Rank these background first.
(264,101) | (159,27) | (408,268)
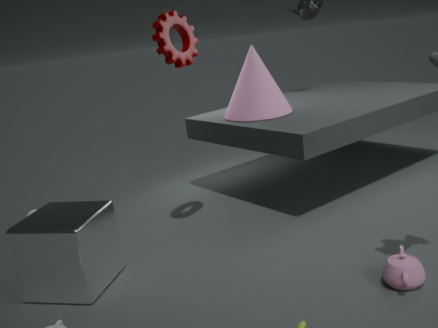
Answer: (264,101) < (159,27) < (408,268)
